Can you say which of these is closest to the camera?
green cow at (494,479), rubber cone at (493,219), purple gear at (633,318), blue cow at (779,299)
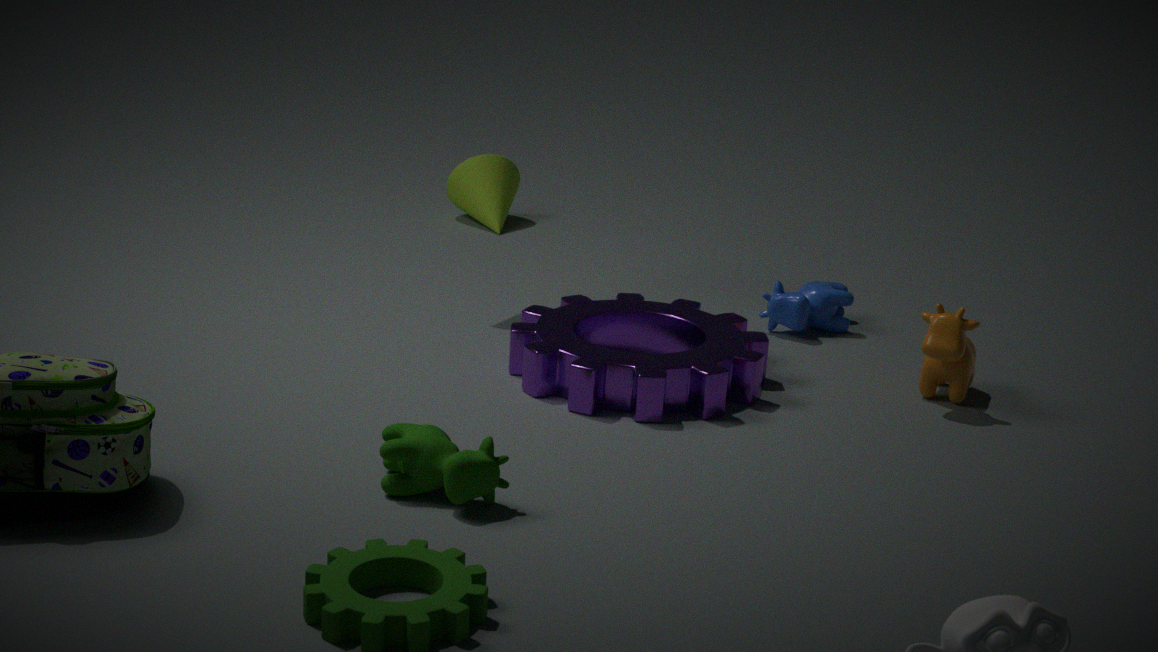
green cow at (494,479)
